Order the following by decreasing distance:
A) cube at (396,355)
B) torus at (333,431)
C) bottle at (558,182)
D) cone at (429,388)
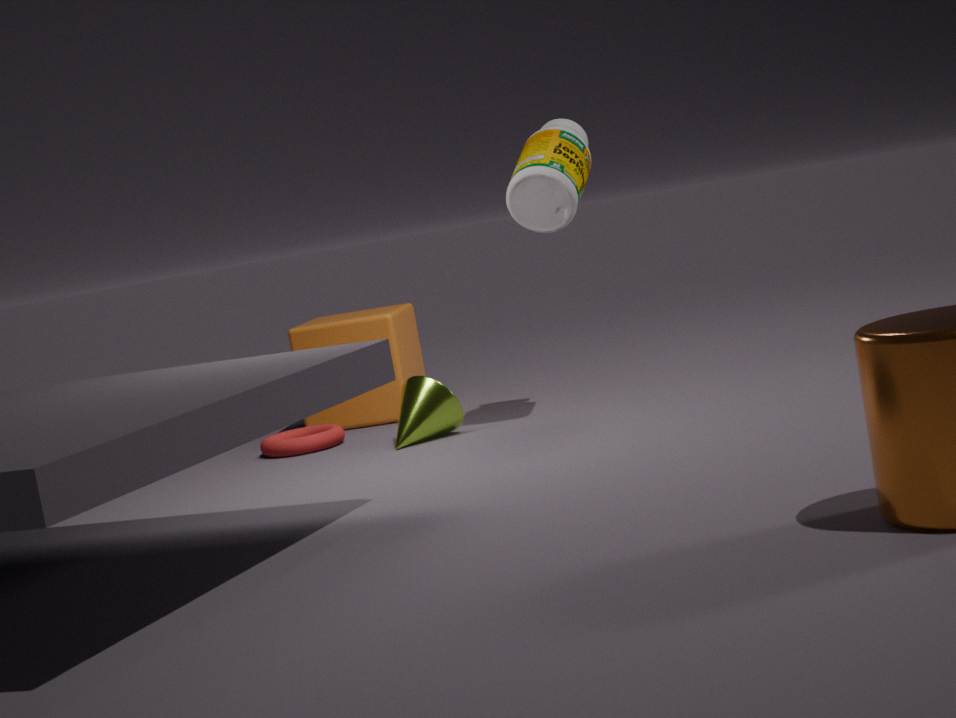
cube at (396,355) < torus at (333,431) < cone at (429,388) < bottle at (558,182)
